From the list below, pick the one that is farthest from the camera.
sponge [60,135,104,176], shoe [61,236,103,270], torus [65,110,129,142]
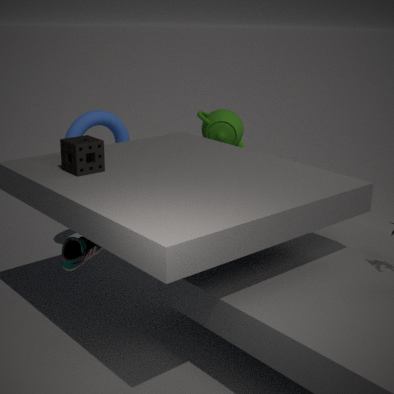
A: torus [65,110,129,142]
